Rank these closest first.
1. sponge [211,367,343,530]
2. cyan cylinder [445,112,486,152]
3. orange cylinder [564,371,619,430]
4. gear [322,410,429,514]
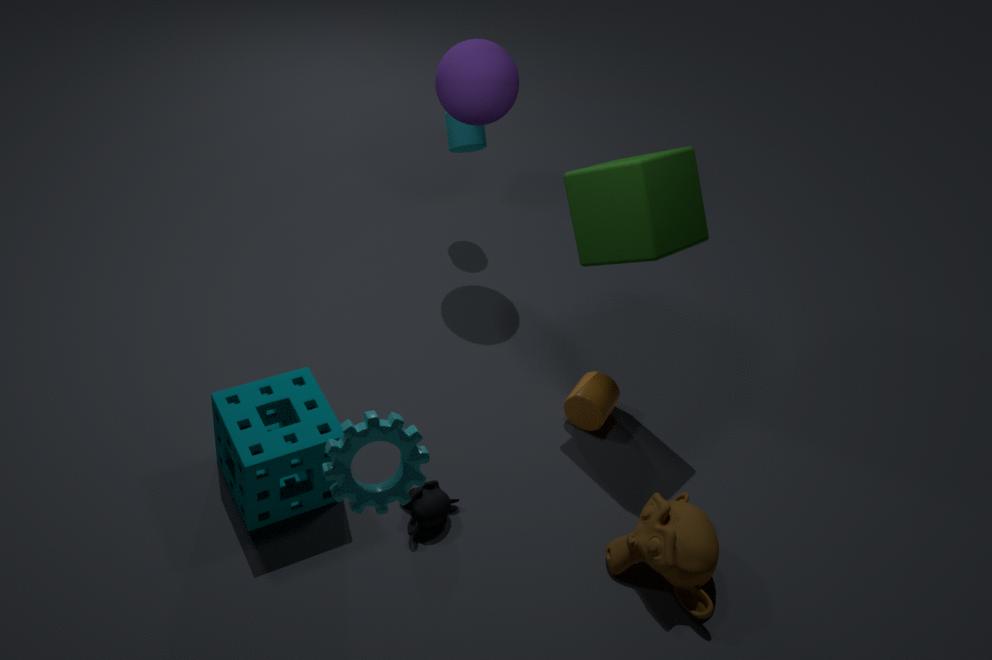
gear [322,410,429,514] < sponge [211,367,343,530] < orange cylinder [564,371,619,430] < cyan cylinder [445,112,486,152]
